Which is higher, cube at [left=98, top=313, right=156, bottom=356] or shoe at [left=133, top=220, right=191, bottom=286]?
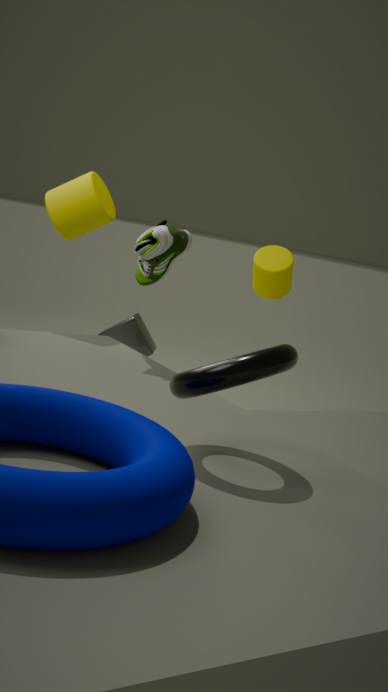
shoe at [left=133, top=220, right=191, bottom=286]
